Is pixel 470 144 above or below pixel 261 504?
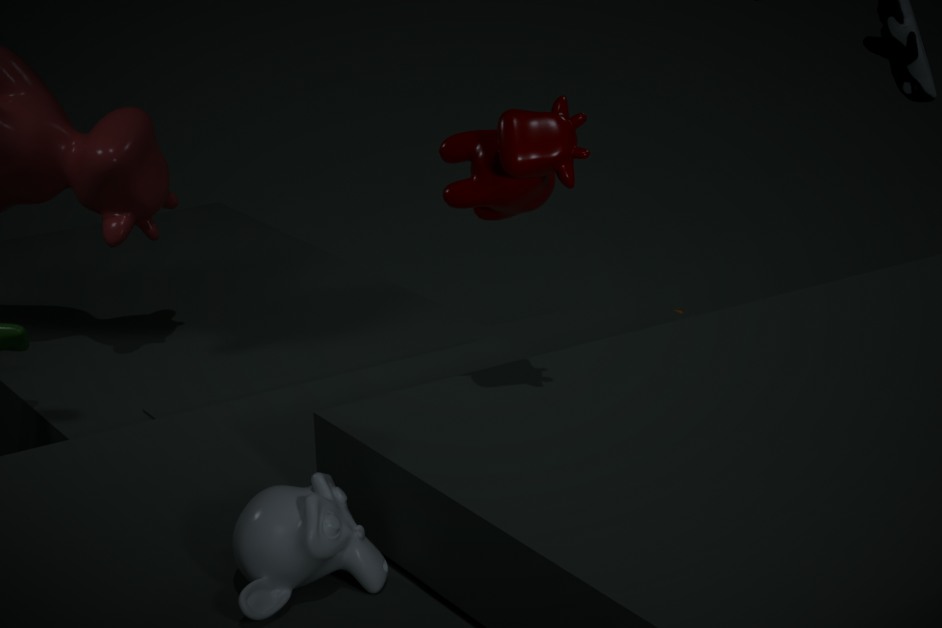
above
